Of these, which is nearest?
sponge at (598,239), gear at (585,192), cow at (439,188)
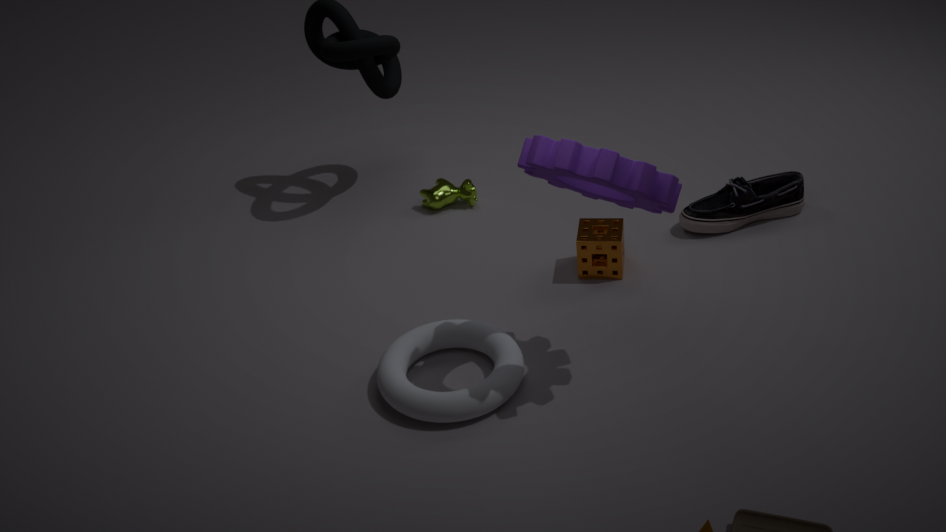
gear at (585,192)
